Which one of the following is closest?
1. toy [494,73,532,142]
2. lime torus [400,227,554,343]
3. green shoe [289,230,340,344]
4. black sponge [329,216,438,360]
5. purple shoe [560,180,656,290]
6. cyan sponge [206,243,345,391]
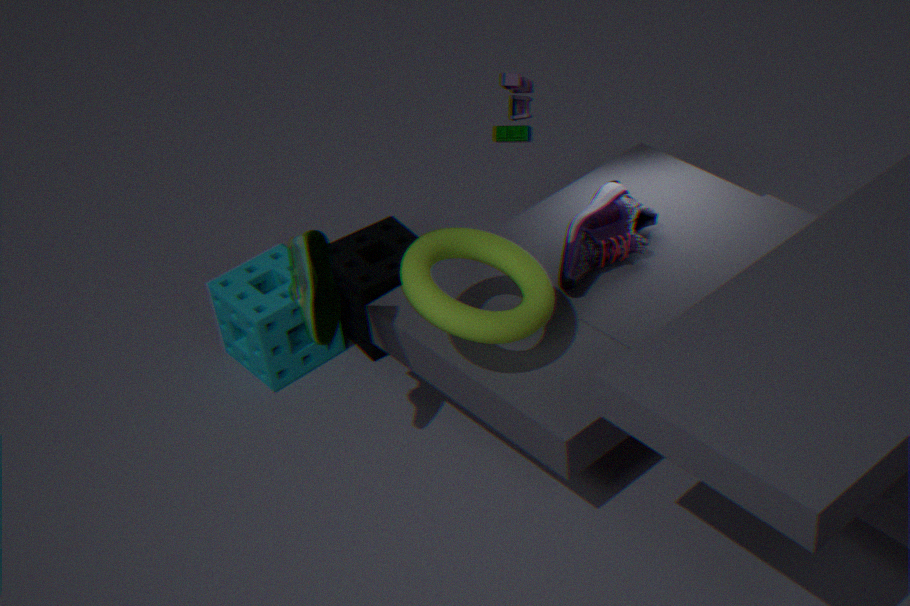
lime torus [400,227,554,343]
